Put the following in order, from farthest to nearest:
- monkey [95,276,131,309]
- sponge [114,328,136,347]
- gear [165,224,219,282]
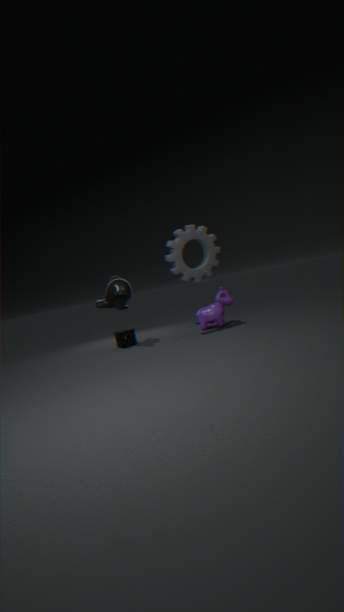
1. sponge [114,328,136,347]
2. monkey [95,276,131,309]
3. gear [165,224,219,282]
